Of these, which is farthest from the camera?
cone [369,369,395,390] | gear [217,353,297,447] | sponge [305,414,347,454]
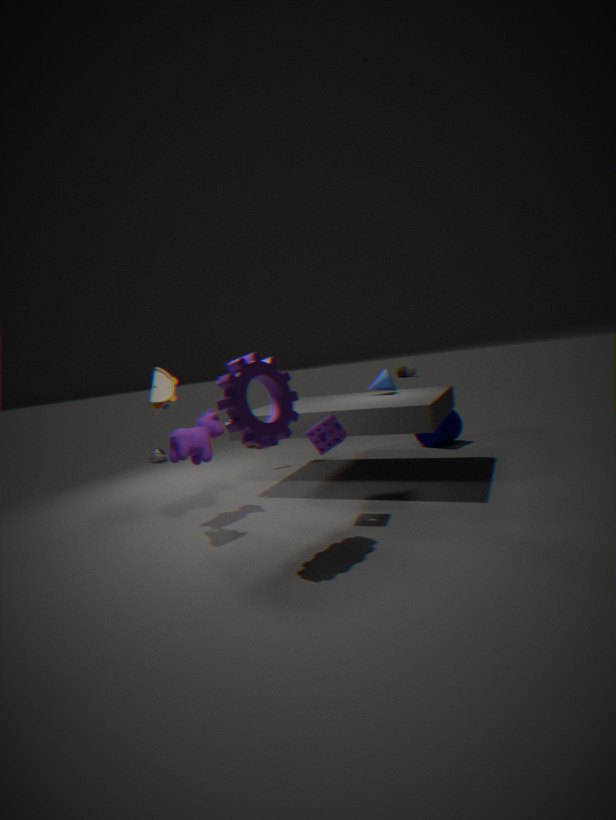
cone [369,369,395,390]
